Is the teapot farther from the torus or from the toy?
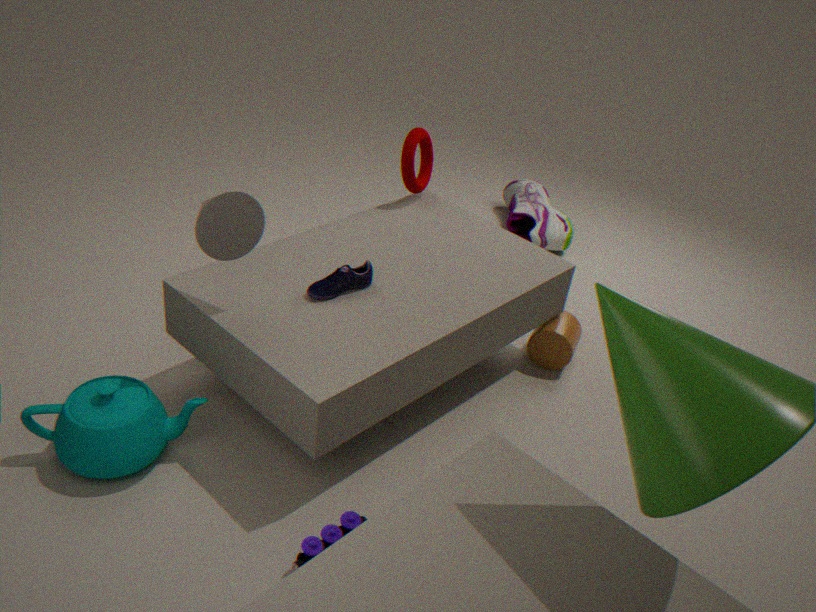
the torus
